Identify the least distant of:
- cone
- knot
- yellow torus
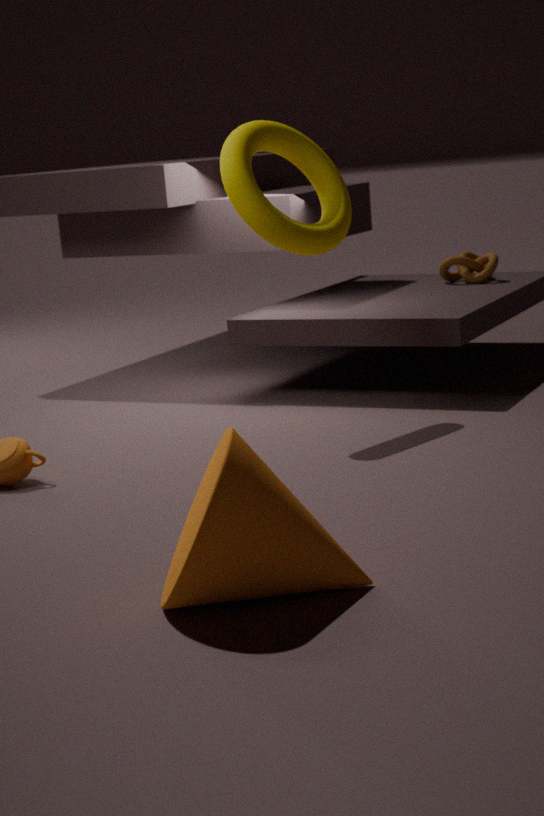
cone
